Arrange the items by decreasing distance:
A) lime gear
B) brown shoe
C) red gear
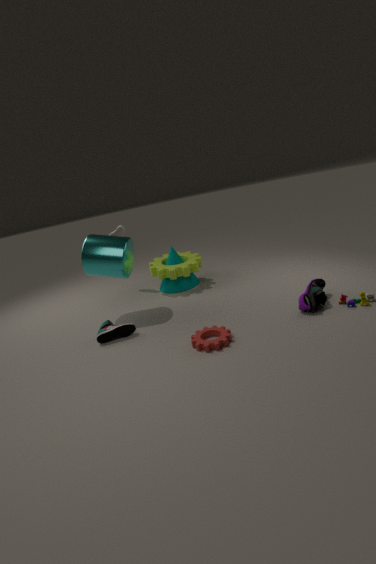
lime gear < brown shoe < red gear
